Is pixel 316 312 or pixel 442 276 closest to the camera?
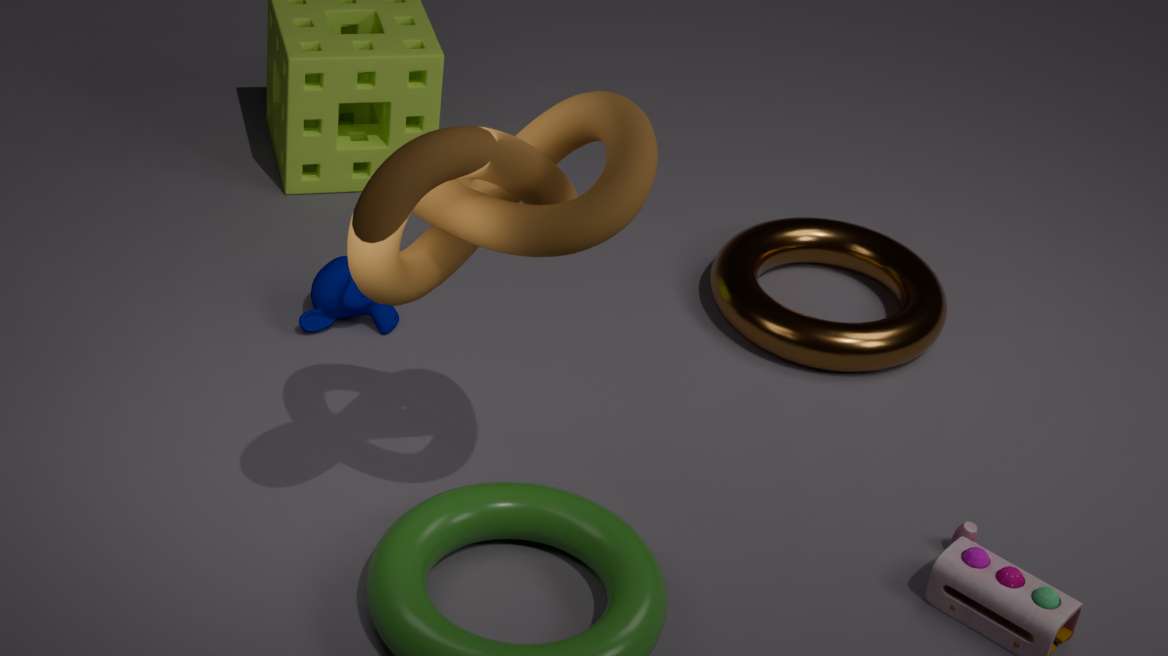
pixel 442 276
